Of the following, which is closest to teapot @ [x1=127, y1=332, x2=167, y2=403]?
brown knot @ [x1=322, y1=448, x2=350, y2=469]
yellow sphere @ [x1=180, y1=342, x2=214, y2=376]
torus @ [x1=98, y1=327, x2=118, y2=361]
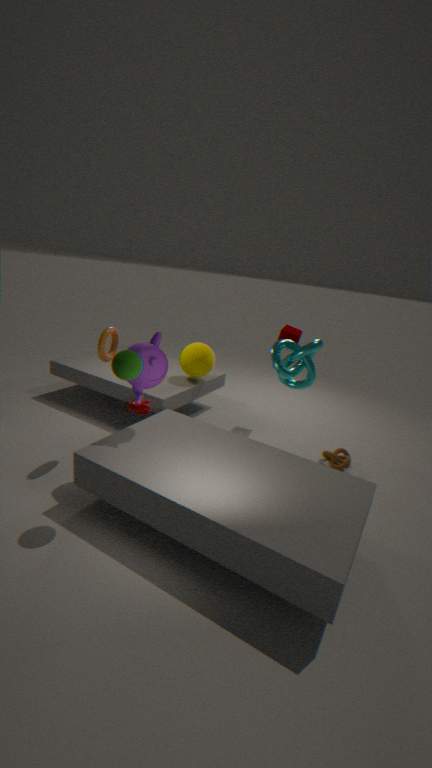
torus @ [x1=98, y1=327, x2=118, y2=361]
